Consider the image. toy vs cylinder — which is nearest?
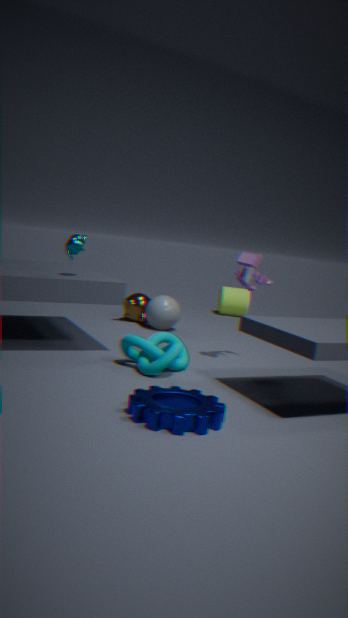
toy
